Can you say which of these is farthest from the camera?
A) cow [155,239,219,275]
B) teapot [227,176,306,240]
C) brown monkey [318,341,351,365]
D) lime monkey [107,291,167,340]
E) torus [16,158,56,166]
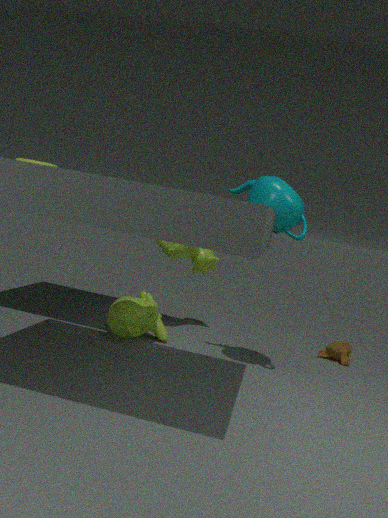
C. brown monkey [318,341,351,365]
